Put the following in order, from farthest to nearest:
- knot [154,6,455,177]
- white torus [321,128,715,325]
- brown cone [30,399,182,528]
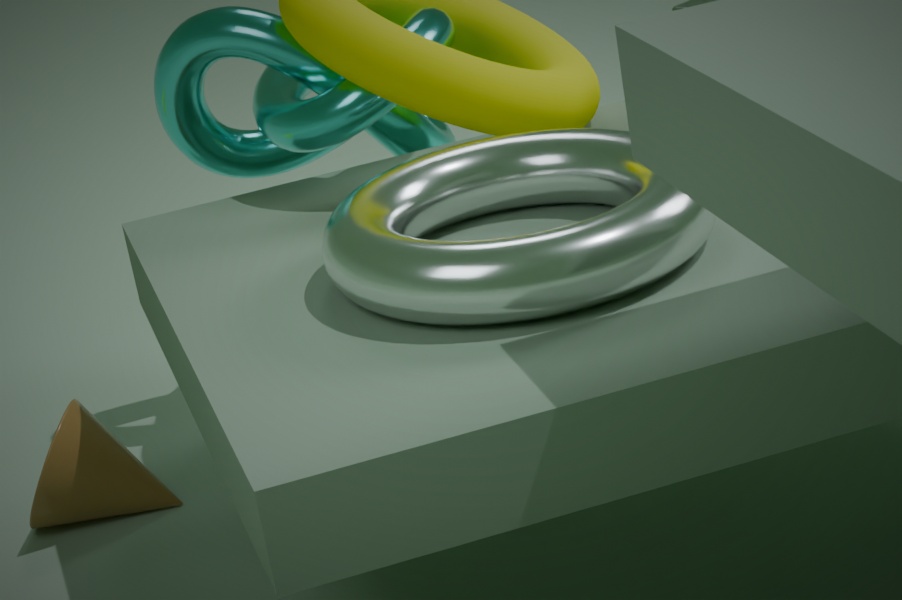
brown cone [30,399,182,528], knot [154,6,455,177], white torus [321,128,715,325]
